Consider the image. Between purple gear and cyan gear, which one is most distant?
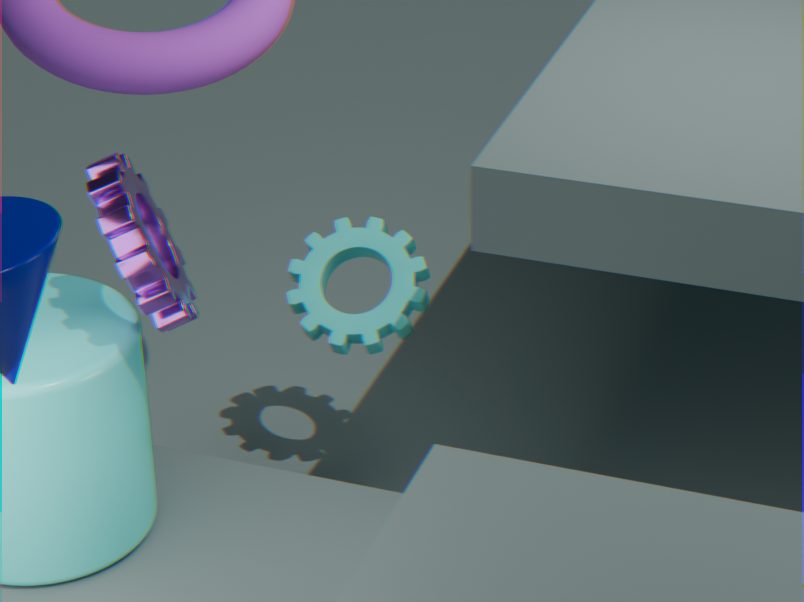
cyan gear
